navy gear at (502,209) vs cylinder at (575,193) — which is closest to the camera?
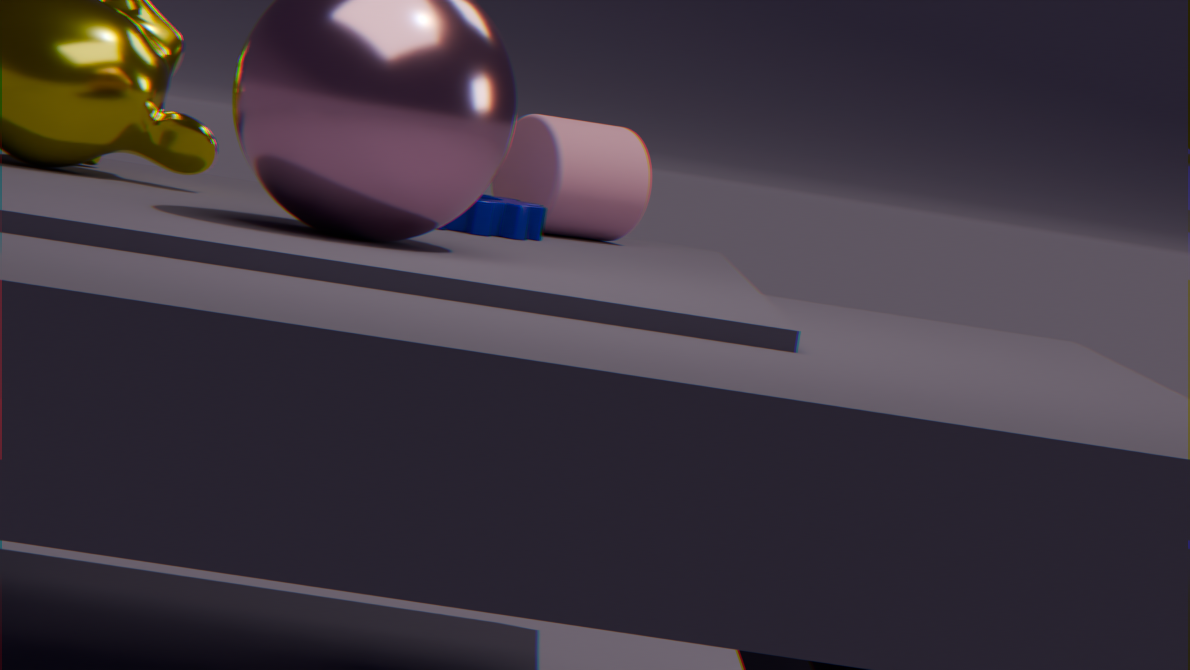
navy gear at (502,209)
